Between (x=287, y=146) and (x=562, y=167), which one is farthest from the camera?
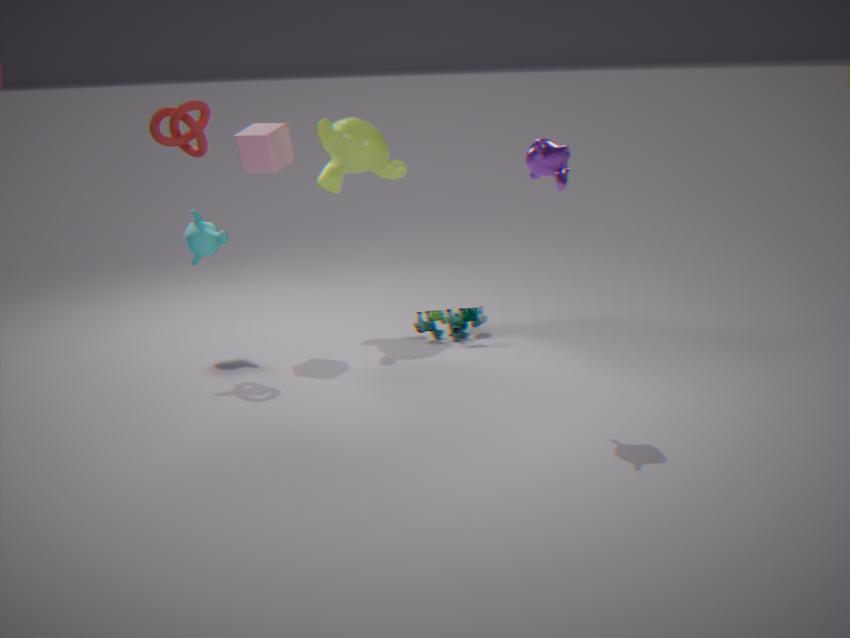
(x=287, y=146)
